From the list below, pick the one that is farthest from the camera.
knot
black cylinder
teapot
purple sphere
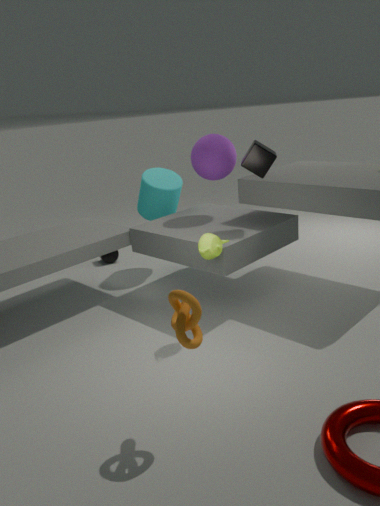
black cylinder
